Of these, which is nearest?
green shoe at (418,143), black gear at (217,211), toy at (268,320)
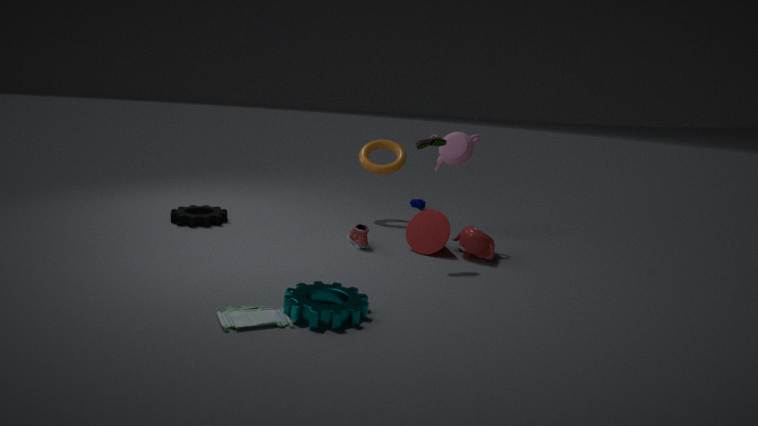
toy at (268,320)
